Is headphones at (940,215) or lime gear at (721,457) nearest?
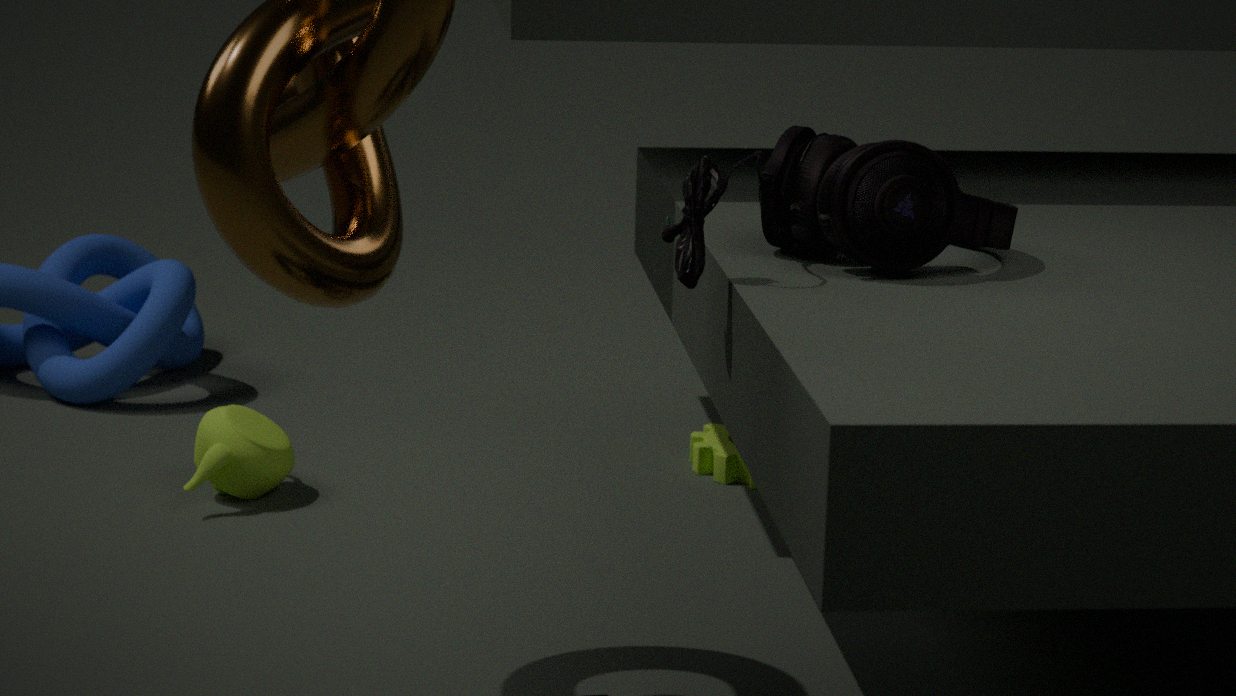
headphones at (940,215)
